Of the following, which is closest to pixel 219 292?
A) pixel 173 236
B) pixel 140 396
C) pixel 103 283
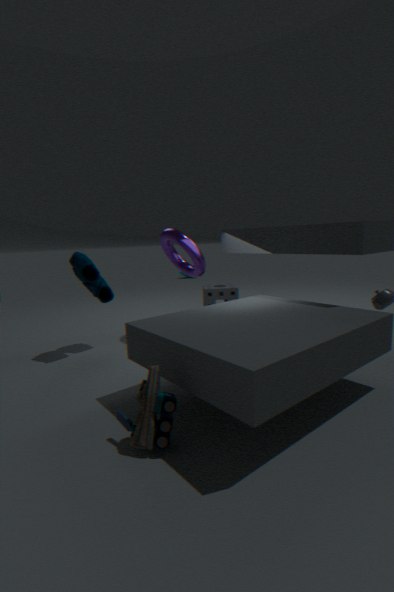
pixel 173 236
